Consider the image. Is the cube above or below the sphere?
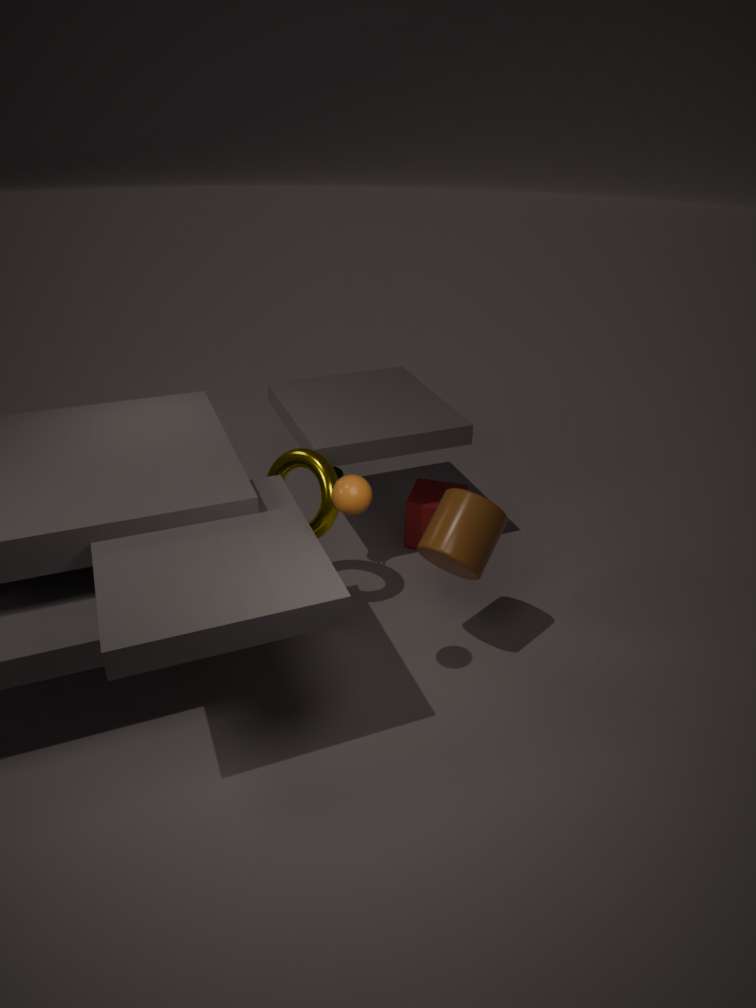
below
